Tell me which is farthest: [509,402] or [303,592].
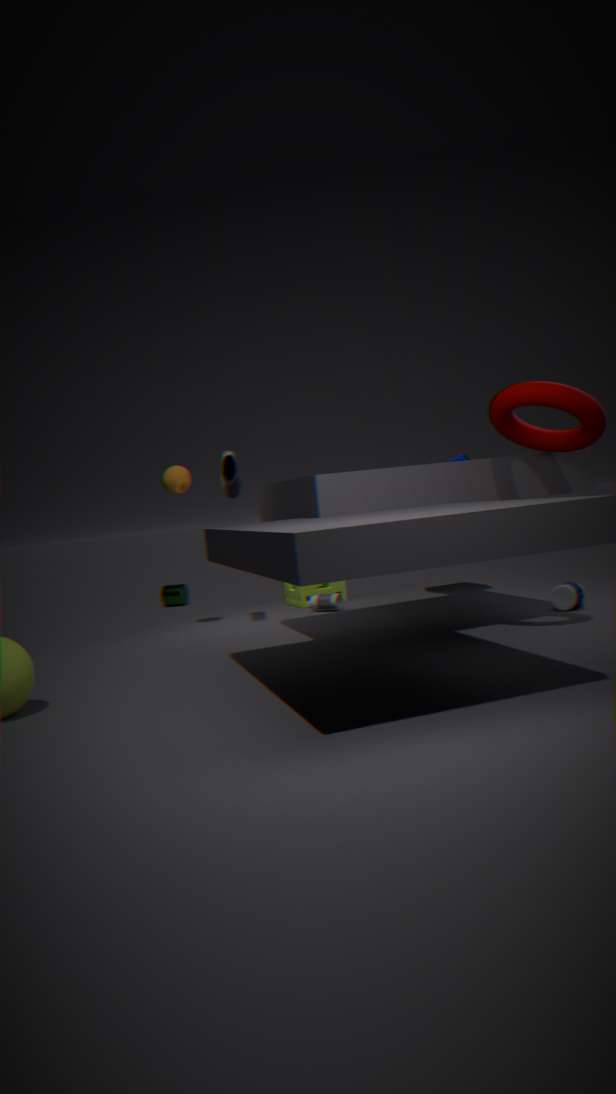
[303,592]
